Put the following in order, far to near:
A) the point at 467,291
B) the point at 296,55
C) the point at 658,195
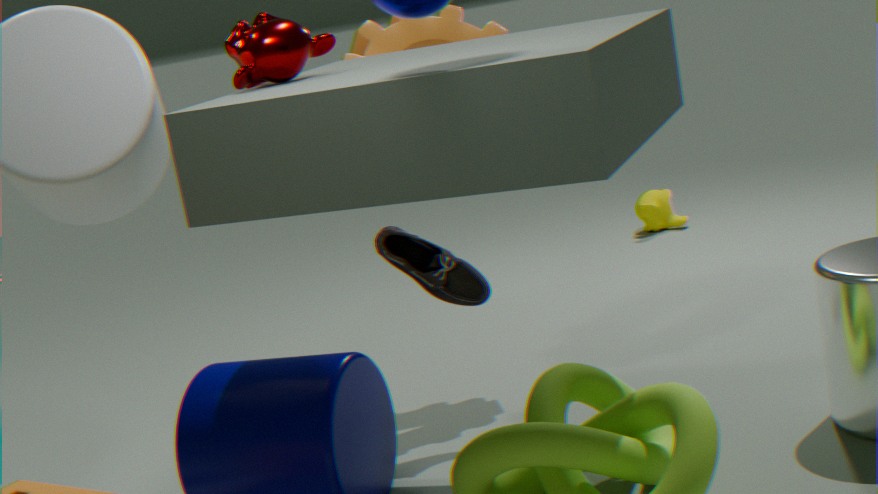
1. the point at 658,195
2. the point at 467,291
3. the point at 296,55
